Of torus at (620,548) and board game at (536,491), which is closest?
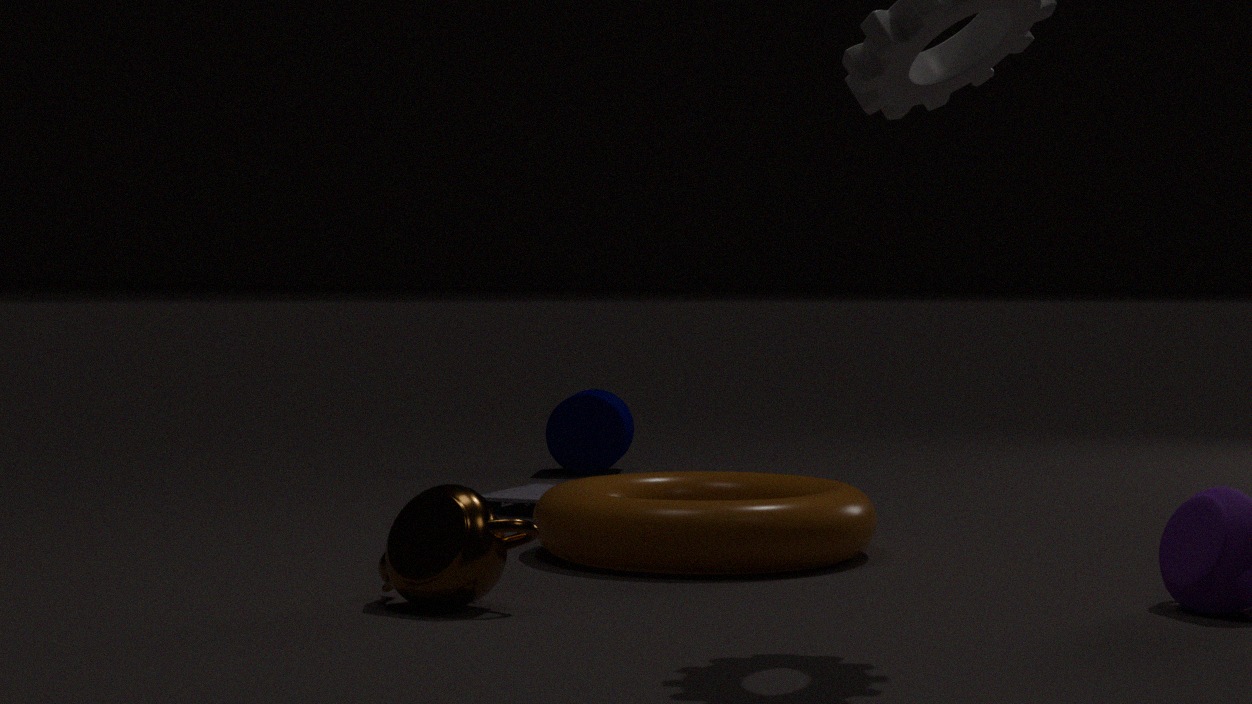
torus at (620,548)
